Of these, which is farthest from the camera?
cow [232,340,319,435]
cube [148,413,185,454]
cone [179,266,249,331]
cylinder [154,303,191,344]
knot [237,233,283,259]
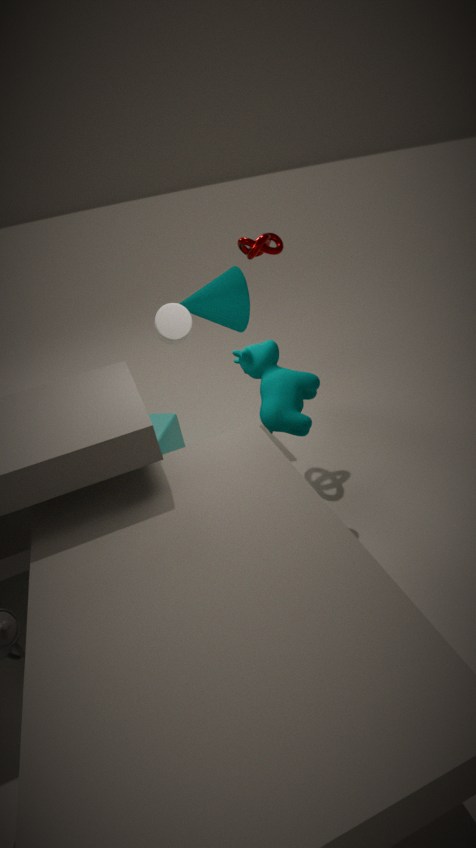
cone [179,266,249,331]
